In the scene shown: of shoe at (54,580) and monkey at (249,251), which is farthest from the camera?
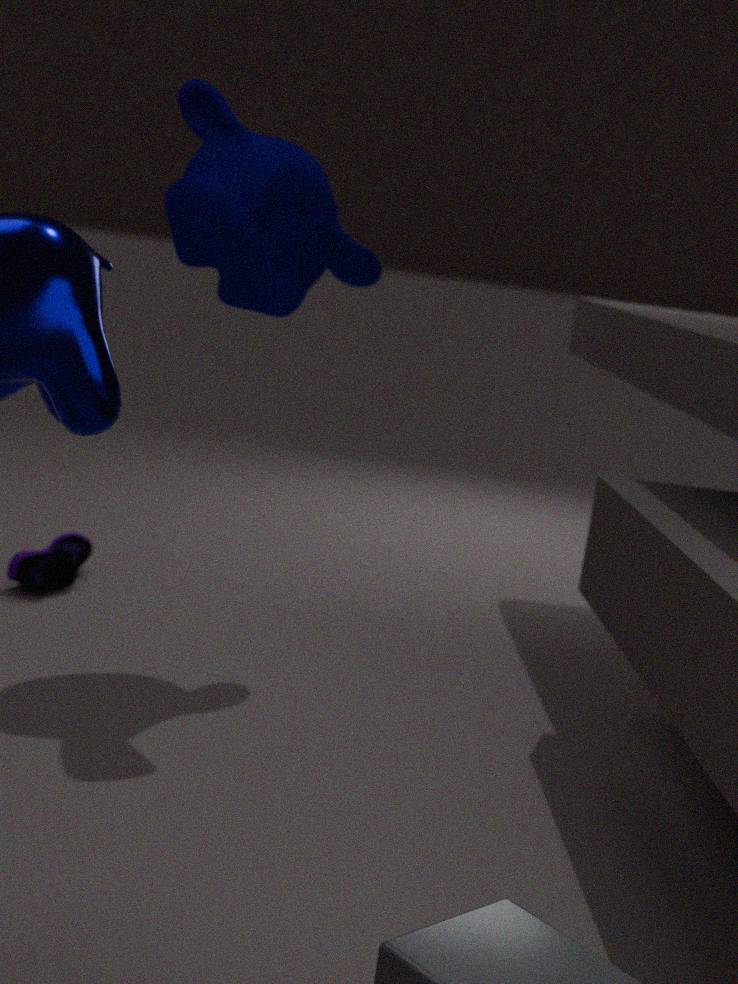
shoe at (54,580)
